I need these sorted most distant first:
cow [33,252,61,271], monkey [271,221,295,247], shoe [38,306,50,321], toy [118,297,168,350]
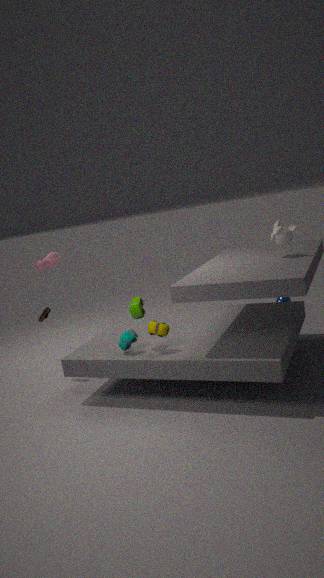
1. cow [33,252,61,271]
2. shoe [38,306,50,321]
3. monkey [271,221,295,247]
4. toy [118,297,168,350]
